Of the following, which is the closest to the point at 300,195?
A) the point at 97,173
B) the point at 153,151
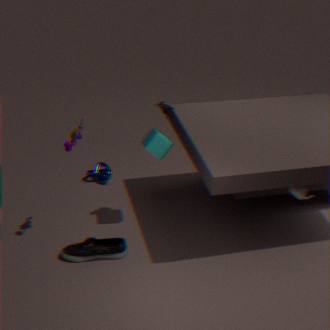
the point at 153,151
